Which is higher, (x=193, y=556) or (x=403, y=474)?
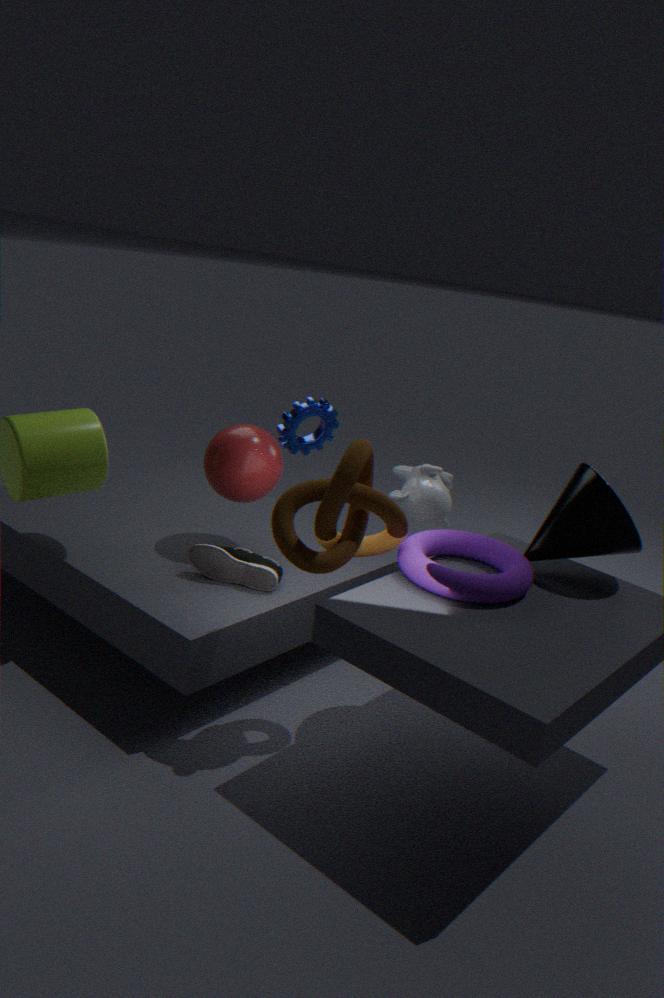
(x=403, y=474)
